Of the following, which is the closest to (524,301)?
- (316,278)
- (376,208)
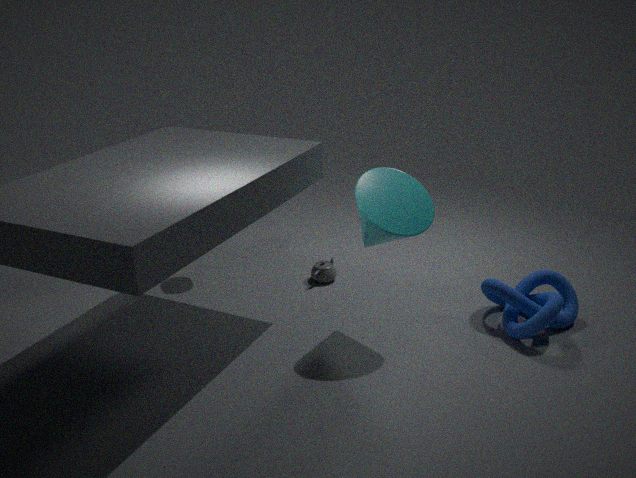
(376,208)
